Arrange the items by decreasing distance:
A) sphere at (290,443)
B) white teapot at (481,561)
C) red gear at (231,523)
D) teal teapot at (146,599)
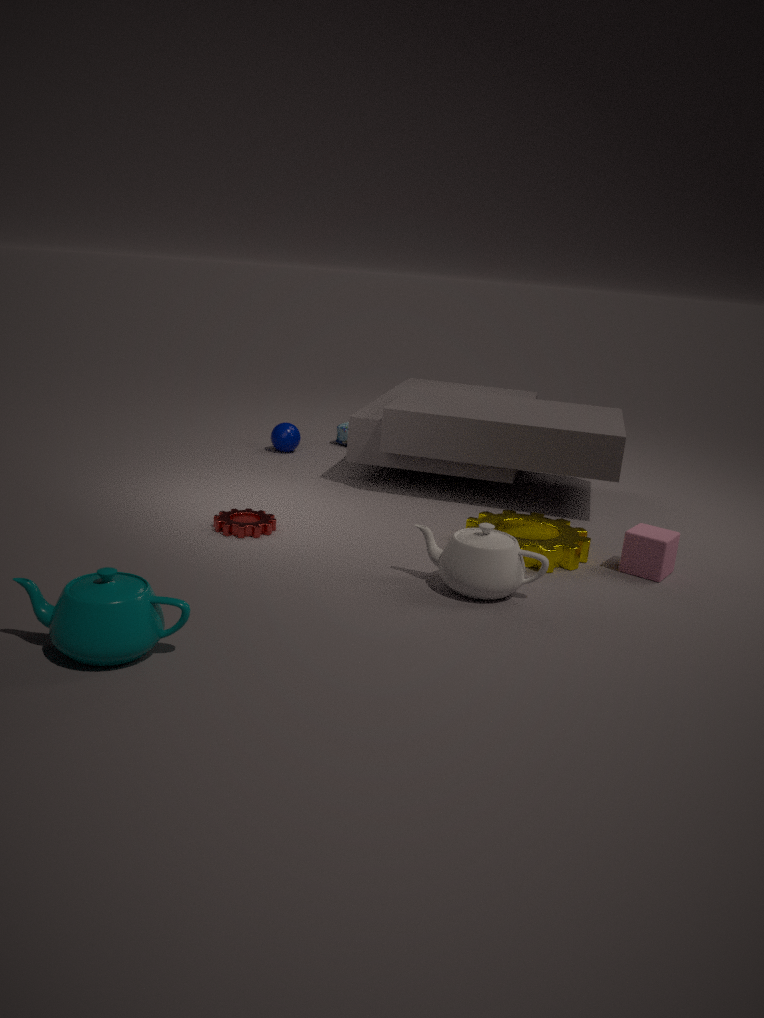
sphere at (290,443)
red gear at (231,523)
white teapot at (481,561)
teal teapot at (146,599)
